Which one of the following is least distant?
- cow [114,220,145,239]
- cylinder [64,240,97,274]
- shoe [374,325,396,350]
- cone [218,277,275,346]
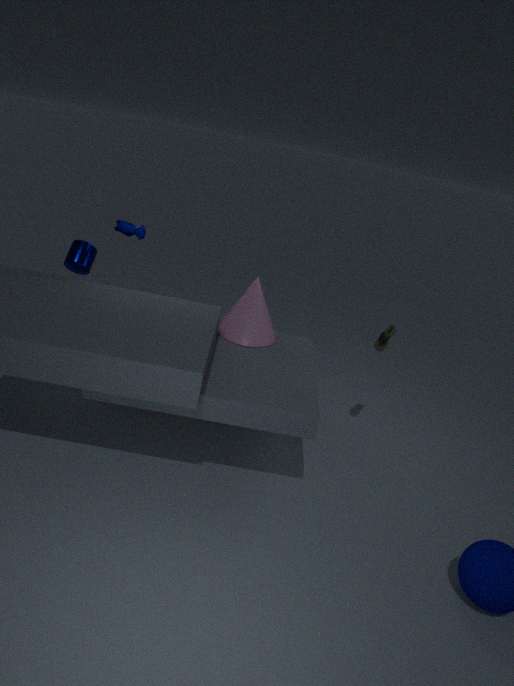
cylinder [64,240,97,274]
